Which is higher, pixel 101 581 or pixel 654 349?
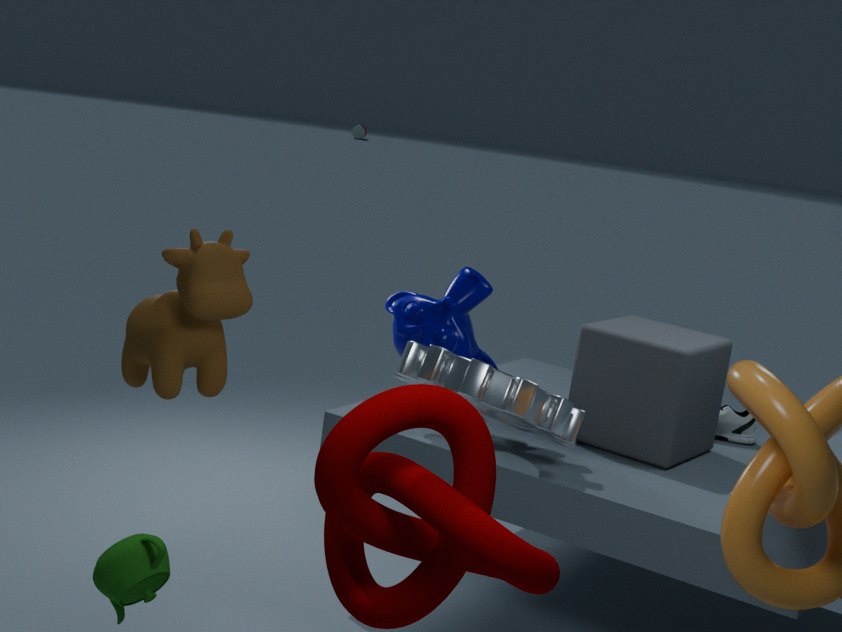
pixel 654 349
